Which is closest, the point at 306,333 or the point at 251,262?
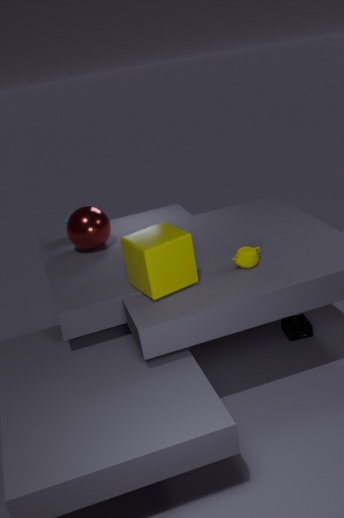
the point at 251,262
